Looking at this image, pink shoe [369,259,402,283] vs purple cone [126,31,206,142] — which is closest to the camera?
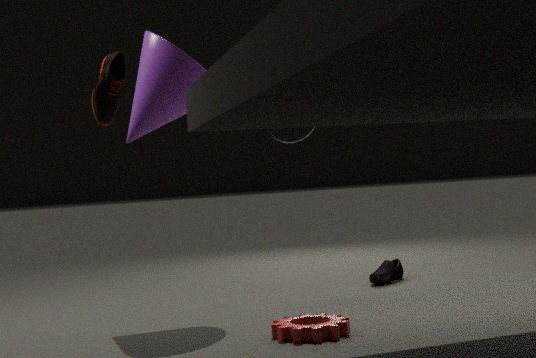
purple cone [126,31,206,142]
